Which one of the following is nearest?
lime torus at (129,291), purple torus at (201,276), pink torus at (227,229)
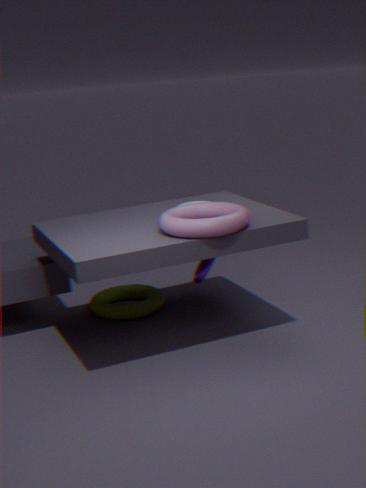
pink torus at (227,229)
